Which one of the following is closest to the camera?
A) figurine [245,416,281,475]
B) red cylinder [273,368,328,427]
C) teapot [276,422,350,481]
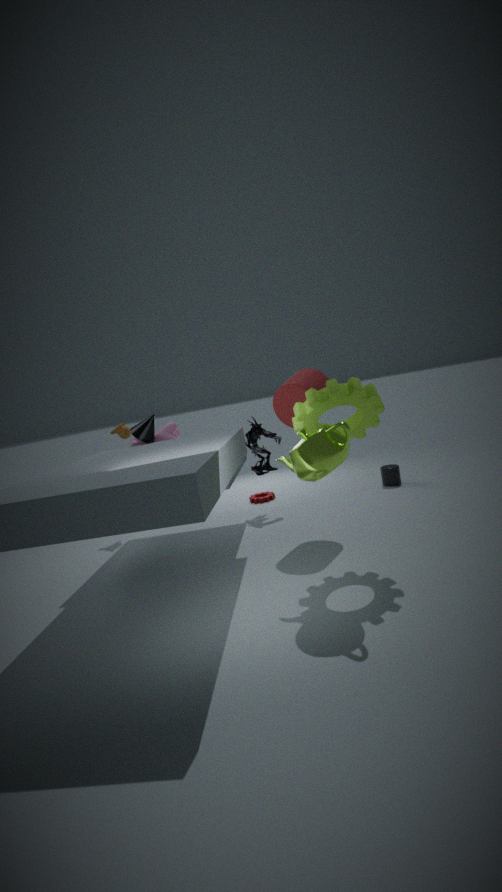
teapot [276,422,350,481]
